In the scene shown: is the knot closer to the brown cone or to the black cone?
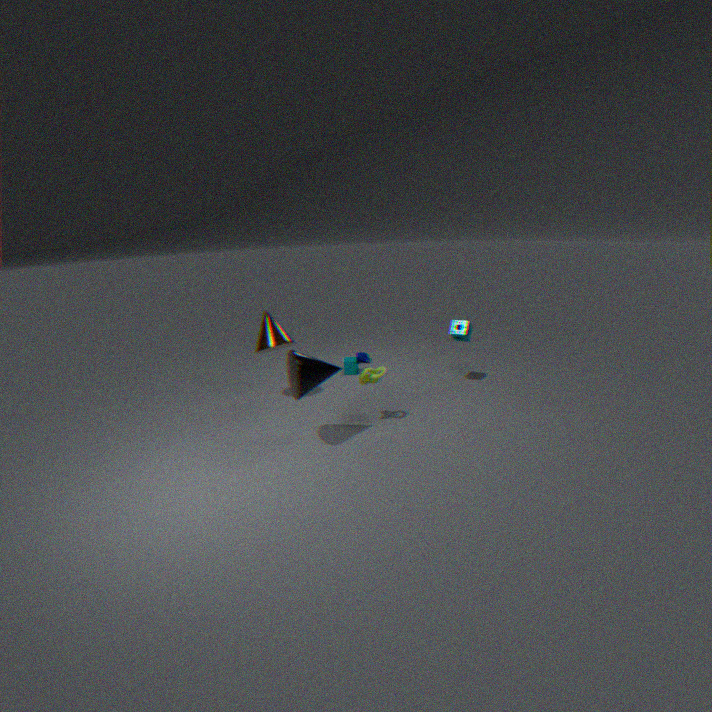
the black cone
